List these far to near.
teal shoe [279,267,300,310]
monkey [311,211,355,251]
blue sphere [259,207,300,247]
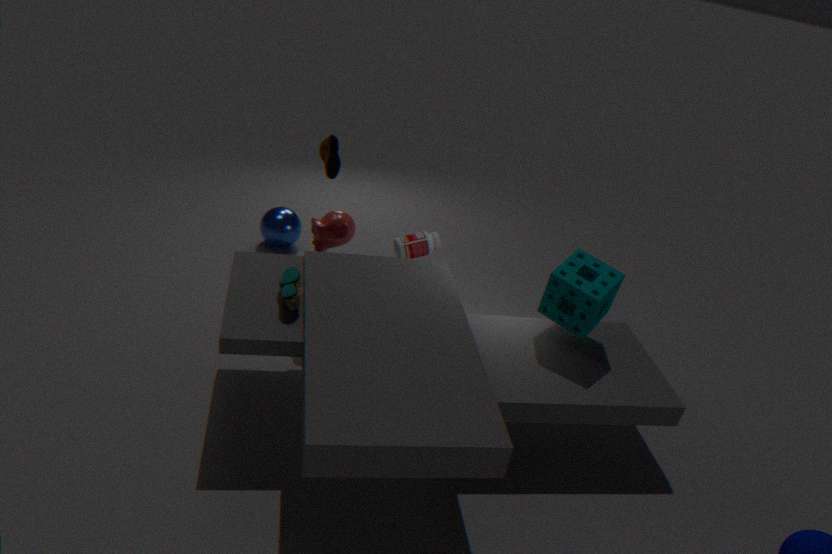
1. blue sphere [259,207,300,247]
2. monkey [311,211,355,251]
3. teal shoe [279,267,300,310]
